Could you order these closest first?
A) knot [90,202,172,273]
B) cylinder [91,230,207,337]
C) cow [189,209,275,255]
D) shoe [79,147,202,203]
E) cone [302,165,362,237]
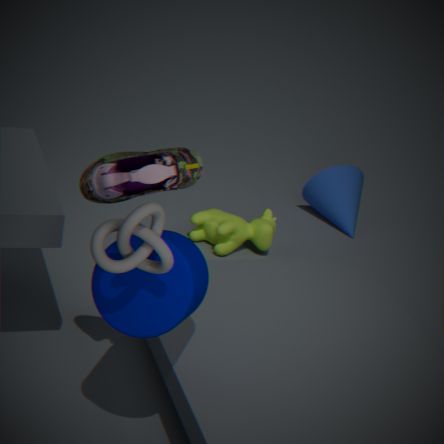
A. knot [90,202,172,273]
B. cylinder [91,230,207,337]
D. shoe [79,147,202,203]
C. cow [189,209,275,255]
E. cone [302,165,362,237]
